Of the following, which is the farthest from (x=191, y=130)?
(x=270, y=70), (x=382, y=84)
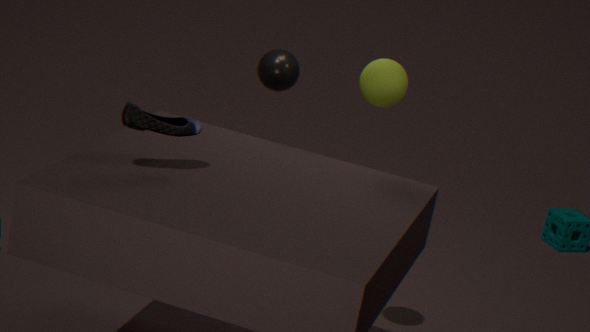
(x=270, y=70)
